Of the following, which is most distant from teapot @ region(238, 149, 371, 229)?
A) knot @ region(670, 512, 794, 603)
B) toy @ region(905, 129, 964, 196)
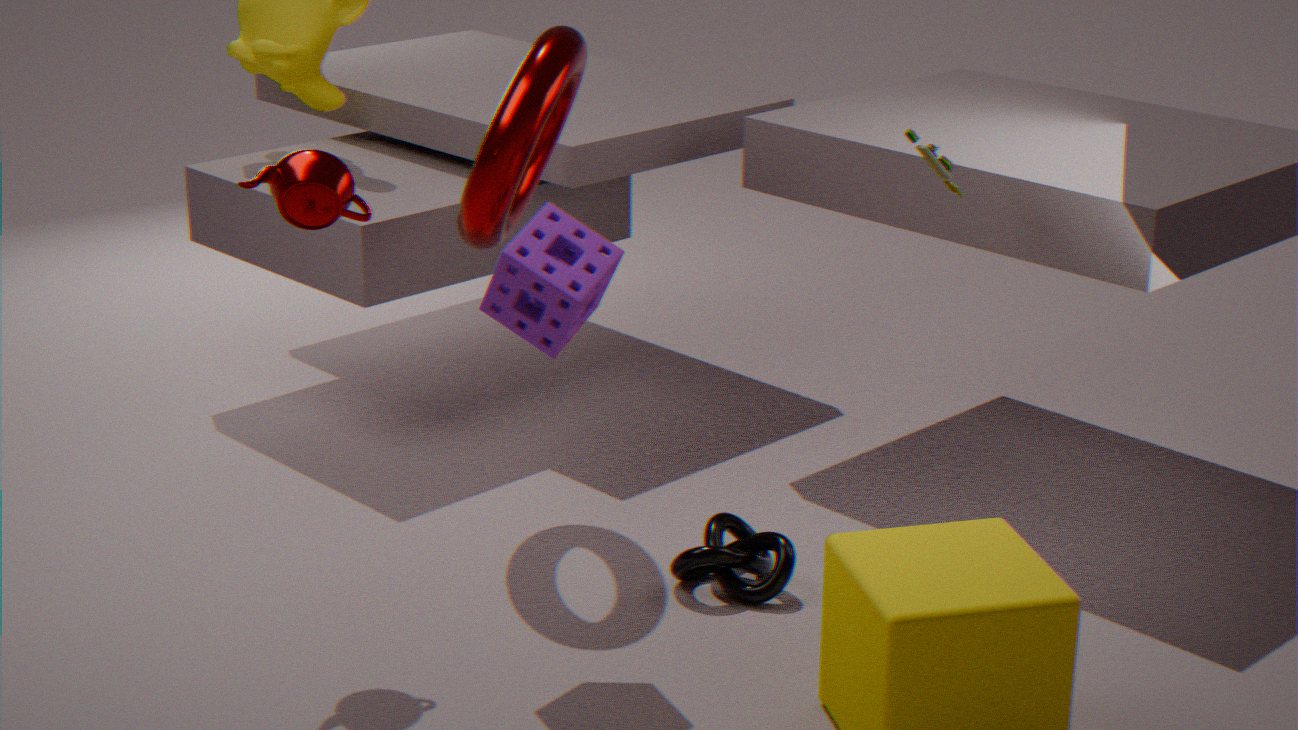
toy @ region(905, 129, 964, 196)
